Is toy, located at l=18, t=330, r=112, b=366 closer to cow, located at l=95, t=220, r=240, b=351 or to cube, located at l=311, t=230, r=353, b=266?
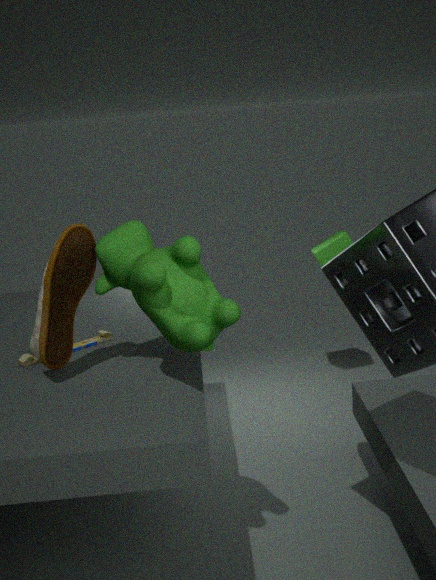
cow, located at l=95, t=220, r=240, b=351
